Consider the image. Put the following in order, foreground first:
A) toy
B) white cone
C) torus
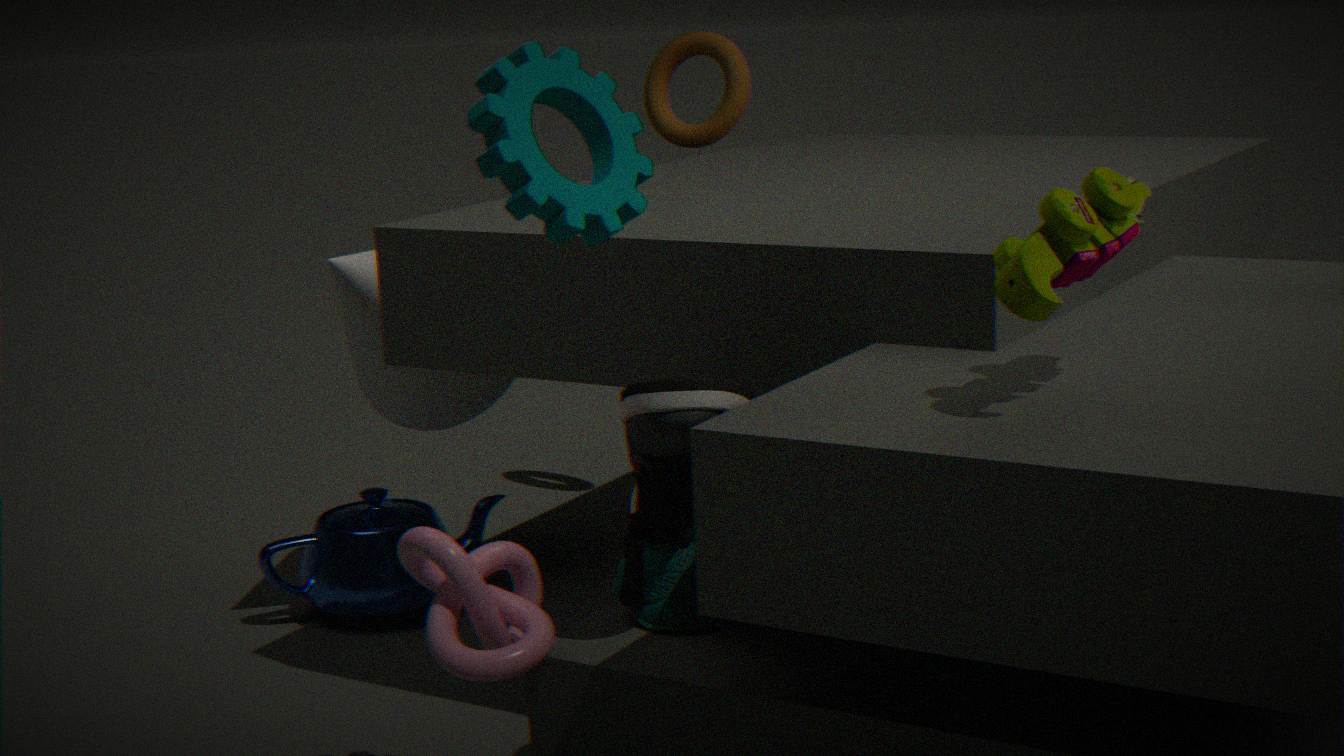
1. toy
2. white cone
3. torus
